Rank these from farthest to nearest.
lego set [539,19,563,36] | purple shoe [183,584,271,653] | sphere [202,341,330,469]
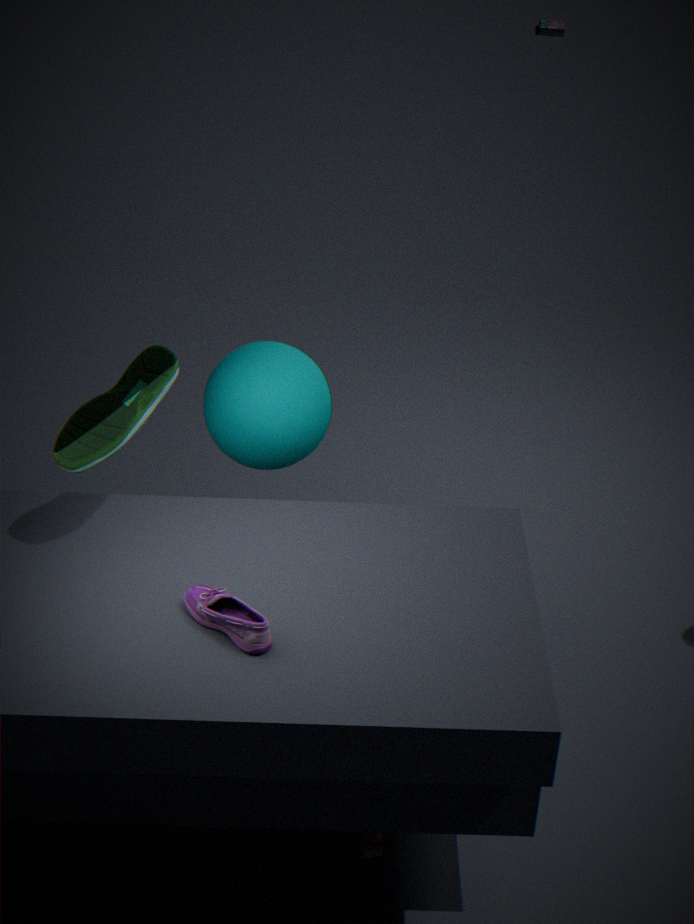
1. lego set [539,19,563,36]
2. sphere [202,341,330,469]
3. purple shoe [183,584,271,653]
